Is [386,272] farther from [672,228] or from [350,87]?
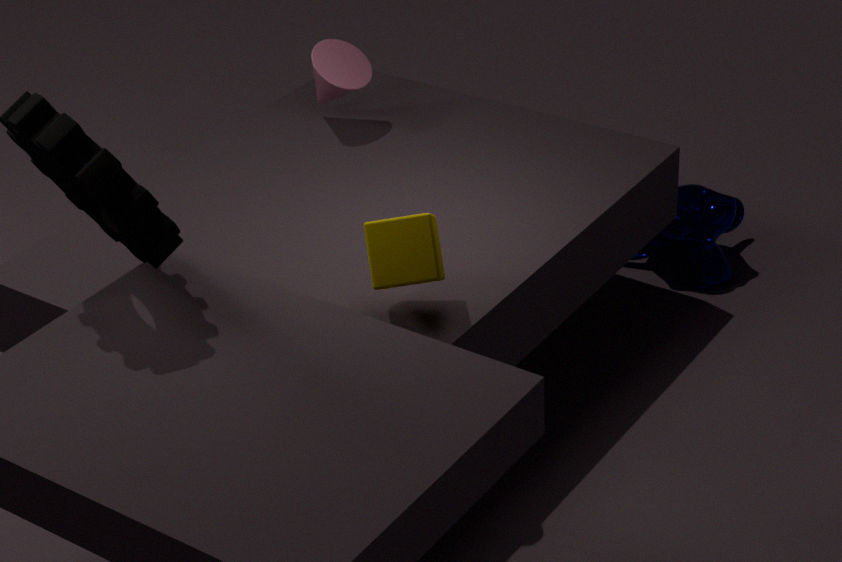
[672,228]
